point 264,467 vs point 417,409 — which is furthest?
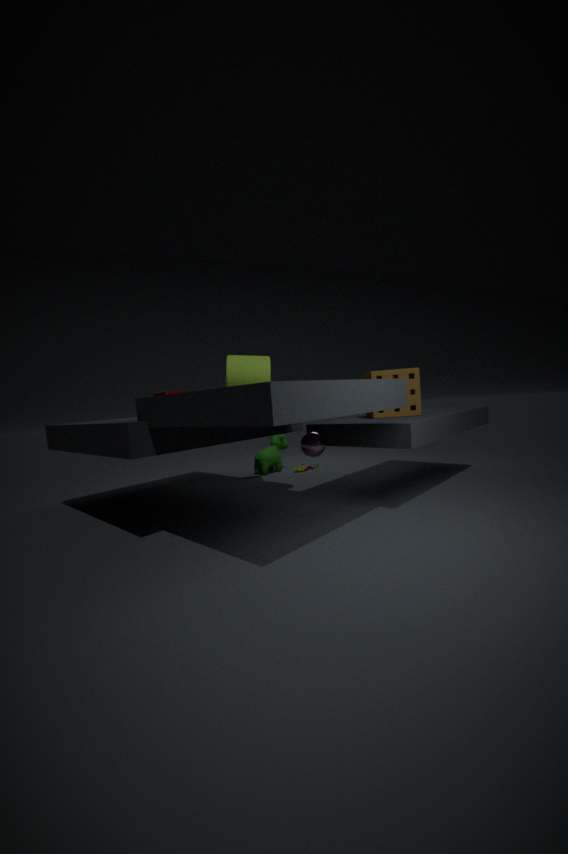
point 264,467
